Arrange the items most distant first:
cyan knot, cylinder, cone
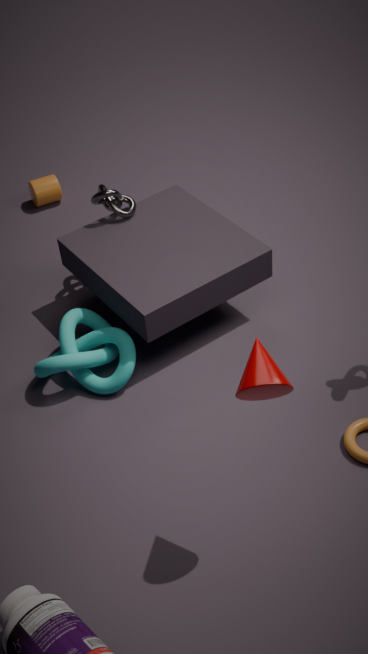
cylinder, cyan knot, cone
